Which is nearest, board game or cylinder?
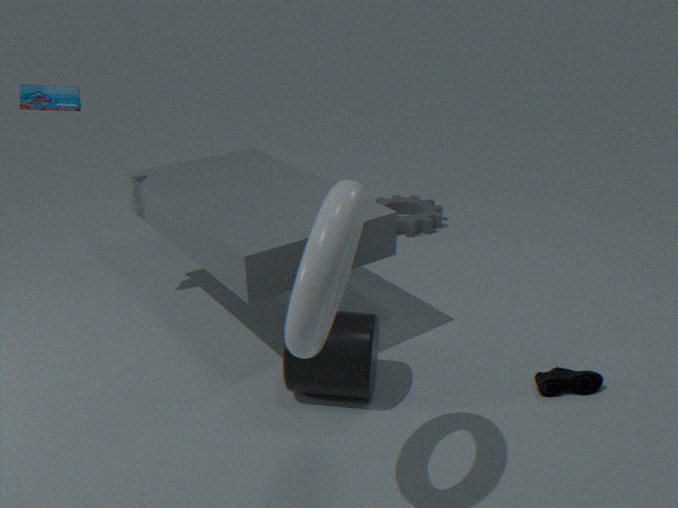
cylinder
